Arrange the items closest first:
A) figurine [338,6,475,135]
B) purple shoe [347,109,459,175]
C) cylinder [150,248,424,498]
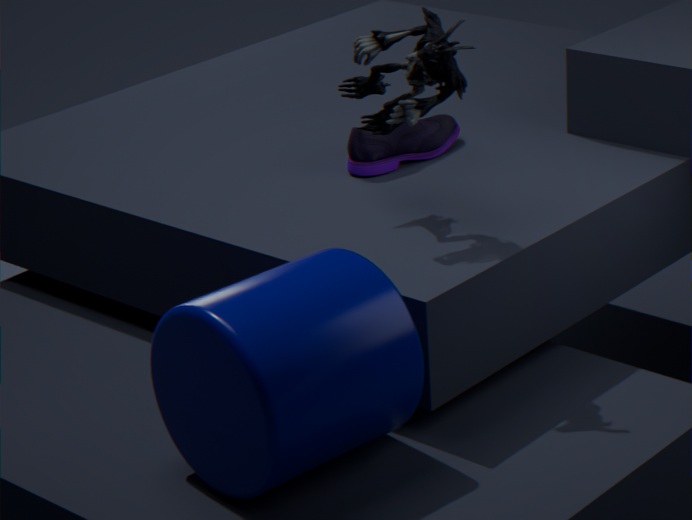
cylinder [150,248,424,498] → figurine [338,6,475,135] → purple shoe [347,109,459,175]
